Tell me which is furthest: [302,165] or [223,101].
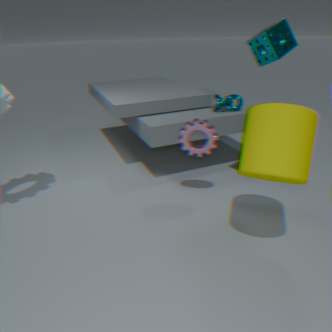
[223,101]
